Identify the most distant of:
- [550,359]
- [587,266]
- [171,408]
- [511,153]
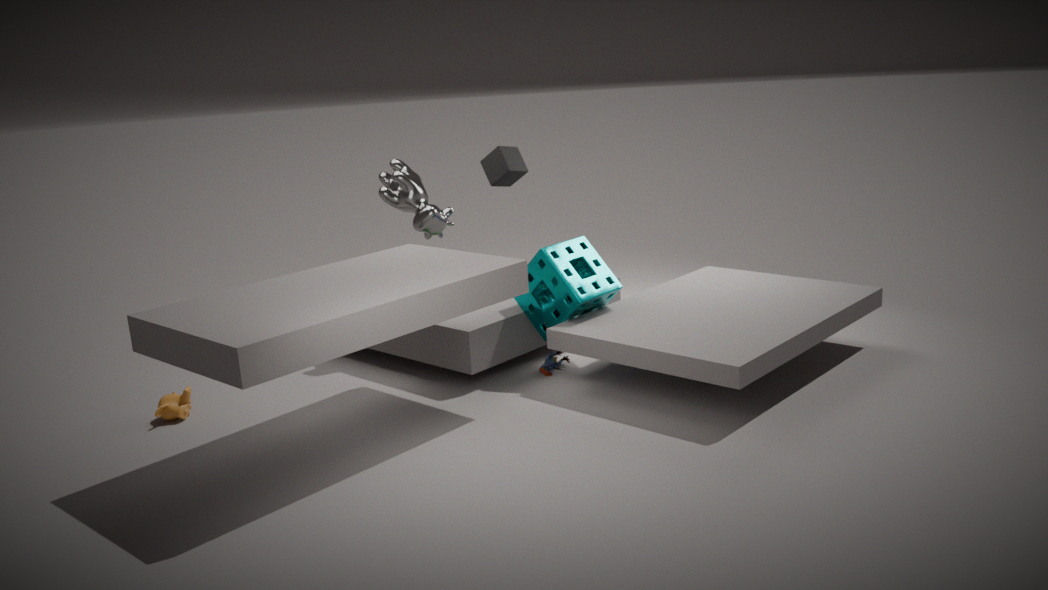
[511,153]
